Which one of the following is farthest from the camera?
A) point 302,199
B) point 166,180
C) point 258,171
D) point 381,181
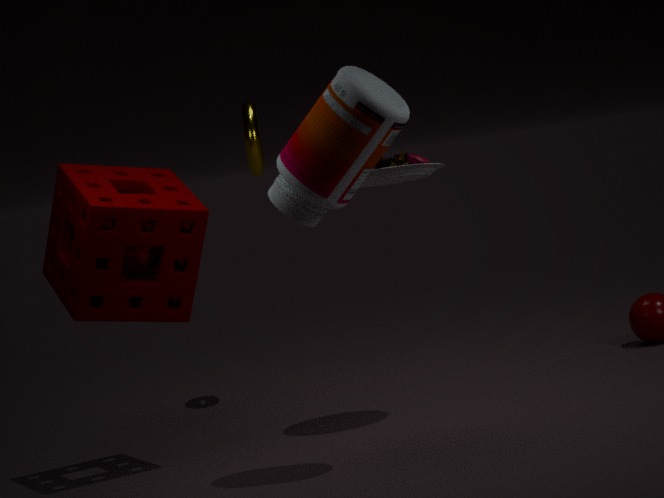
point 258,171
